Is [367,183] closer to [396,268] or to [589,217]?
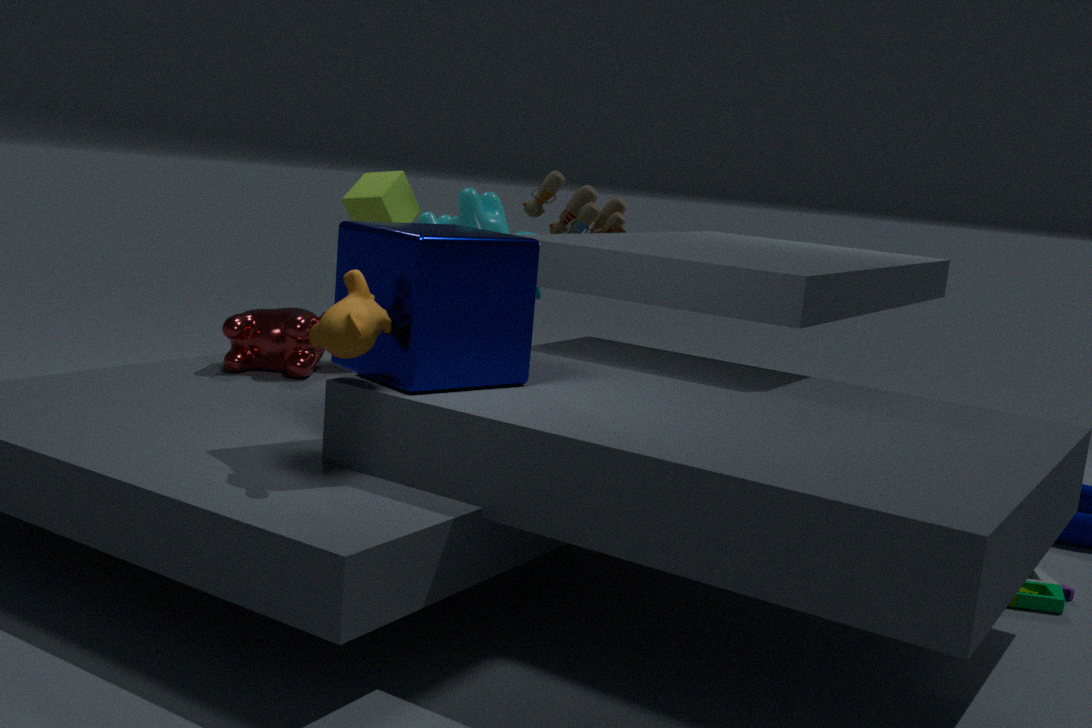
[589,217]
